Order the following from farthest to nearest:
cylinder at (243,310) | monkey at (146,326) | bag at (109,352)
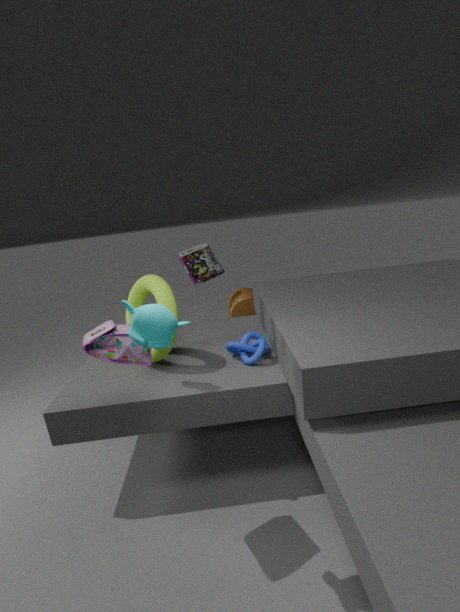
cylinder at (243,310), bag at (109,352), monkey at (146,326)
